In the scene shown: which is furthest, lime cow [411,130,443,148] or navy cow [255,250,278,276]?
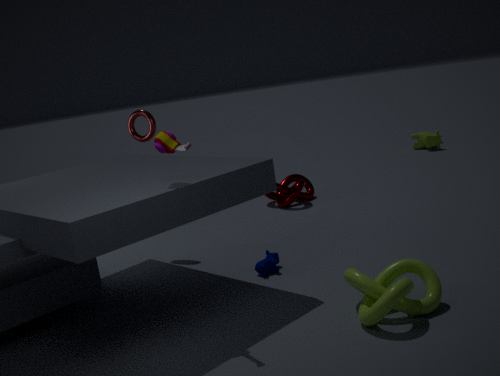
lime cow [411,130,443,148]
